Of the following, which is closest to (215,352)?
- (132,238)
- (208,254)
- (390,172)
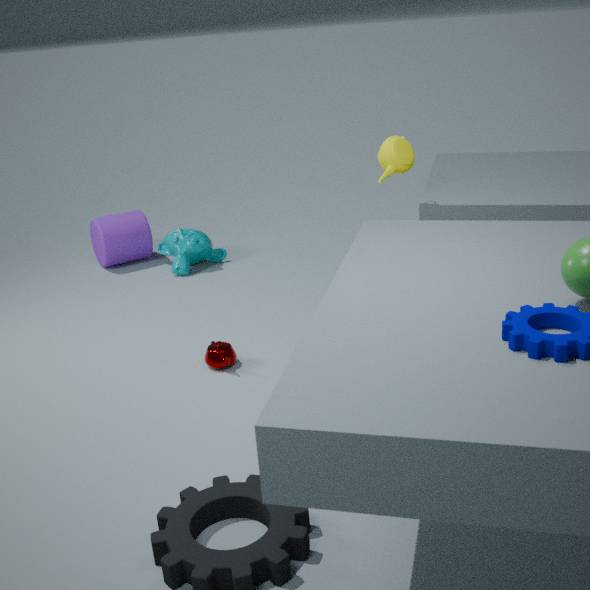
(390,172)
